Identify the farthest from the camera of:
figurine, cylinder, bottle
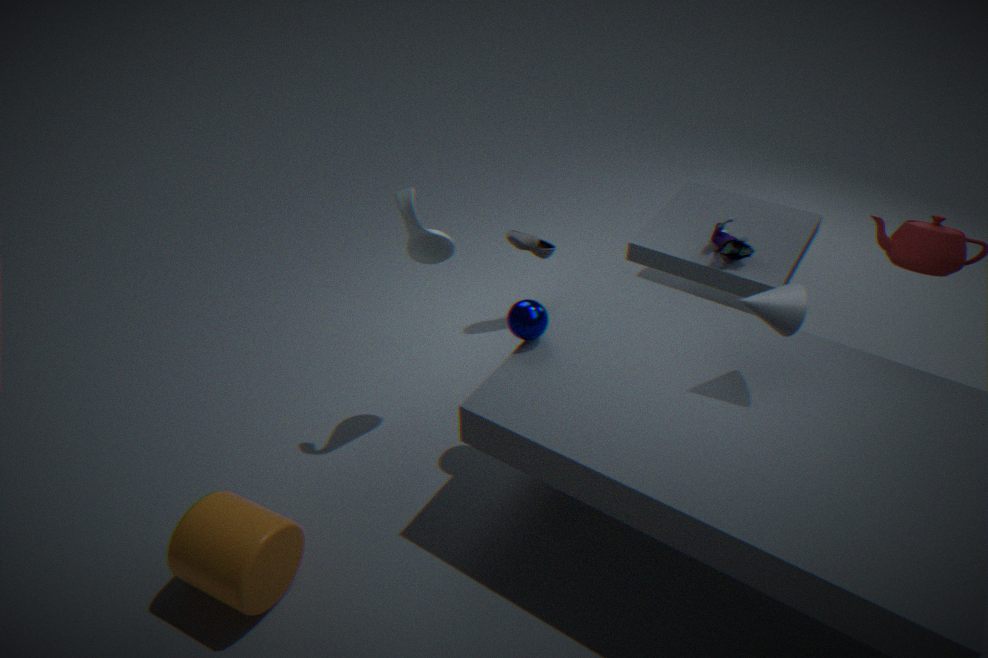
figurine
